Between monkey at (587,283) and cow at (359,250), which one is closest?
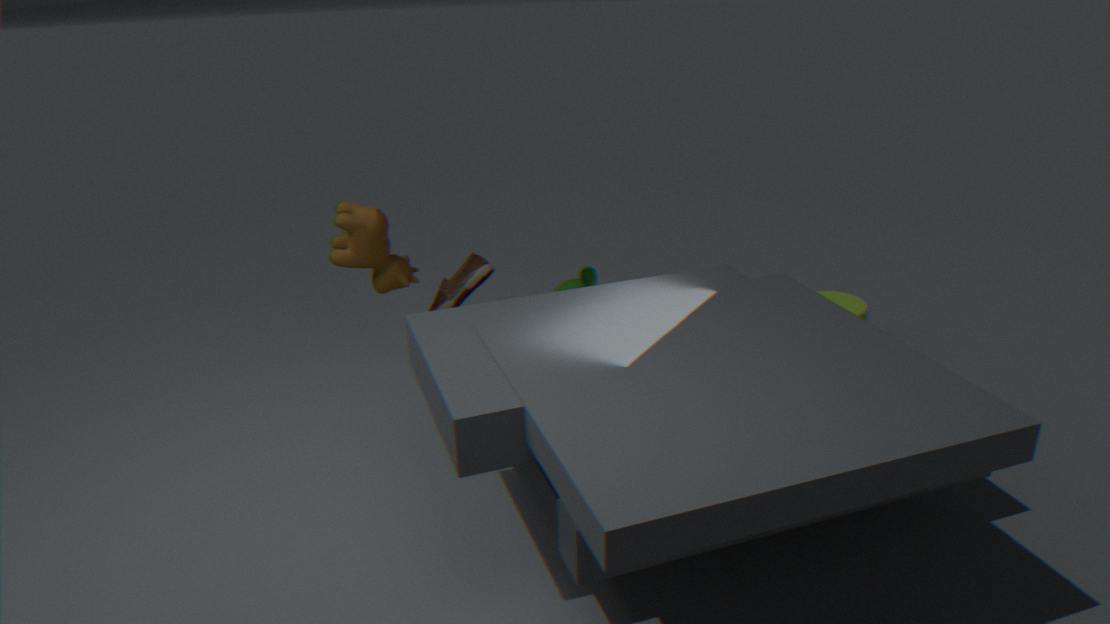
cow at (359,250)
